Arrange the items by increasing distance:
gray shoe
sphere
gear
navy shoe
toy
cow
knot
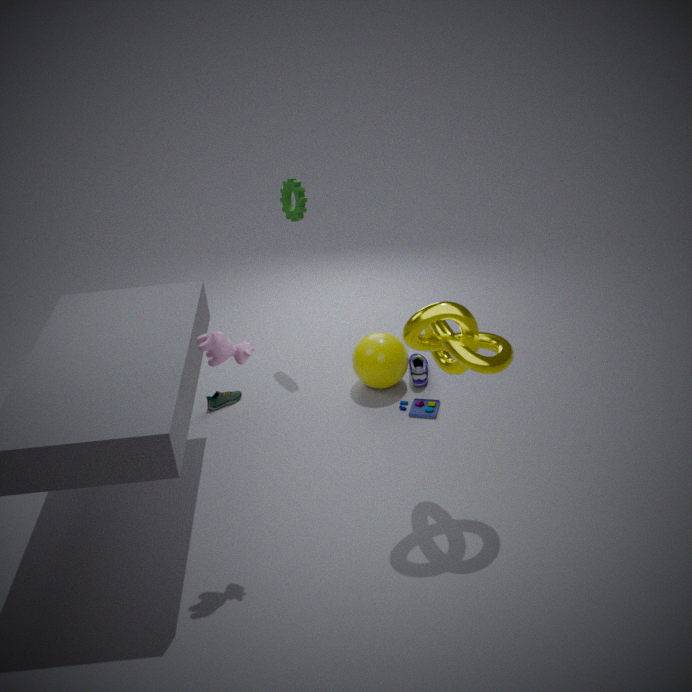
1. cow
2. knot
3. toy
4. sphere
5. navy shoe
6. gray shoe
7. gear
